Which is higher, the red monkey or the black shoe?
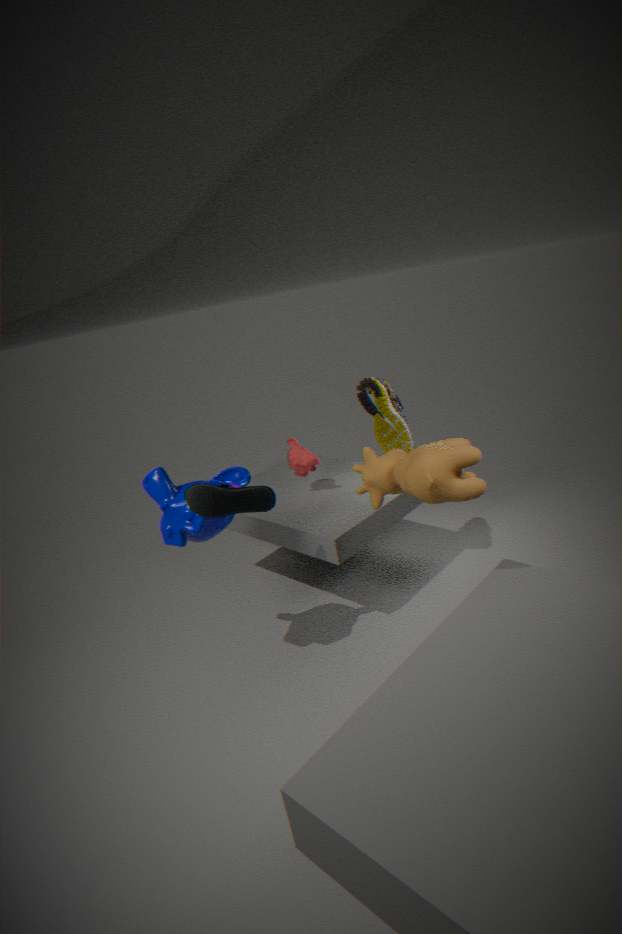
the black shoe
